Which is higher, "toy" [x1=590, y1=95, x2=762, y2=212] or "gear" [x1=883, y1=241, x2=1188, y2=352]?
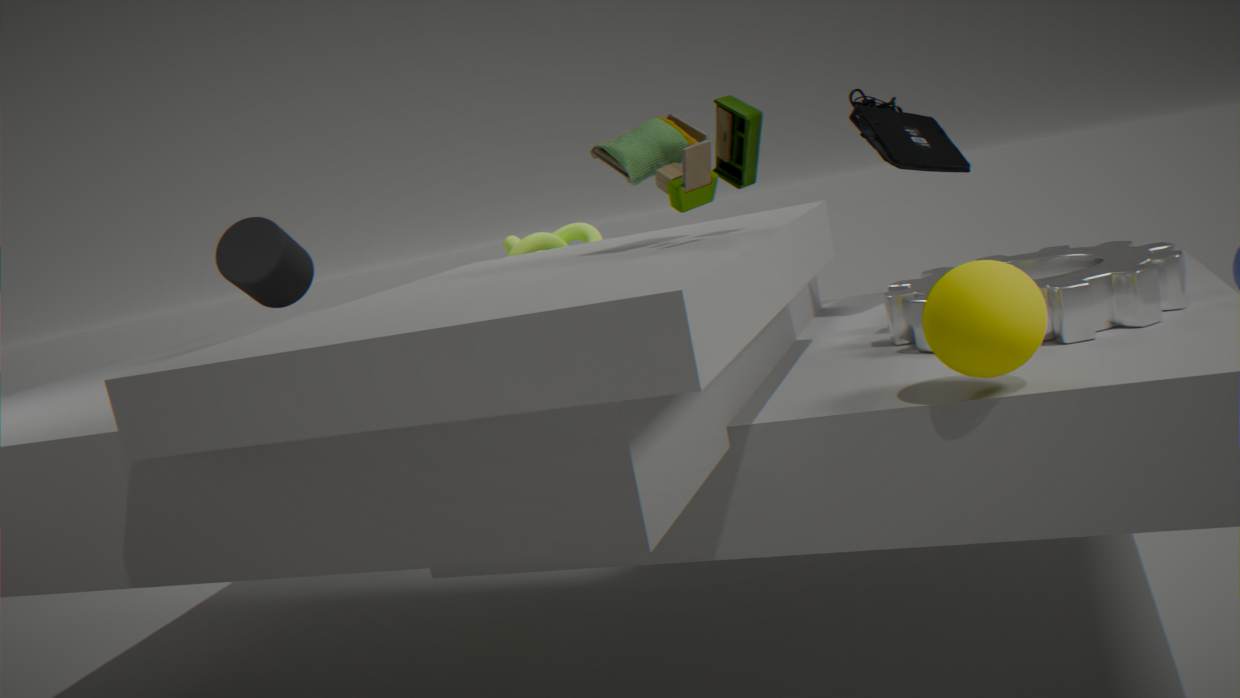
"toy" [x1=590, y1=95, x2=762, y2=212]
